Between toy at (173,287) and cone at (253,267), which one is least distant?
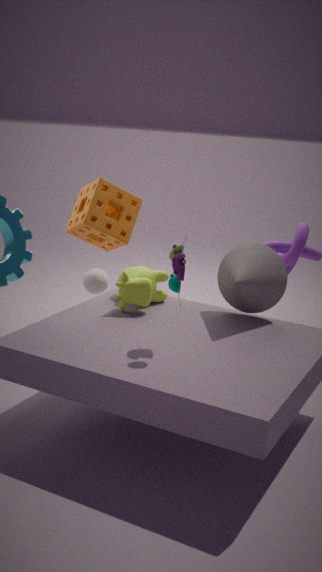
toy at (173,287)
